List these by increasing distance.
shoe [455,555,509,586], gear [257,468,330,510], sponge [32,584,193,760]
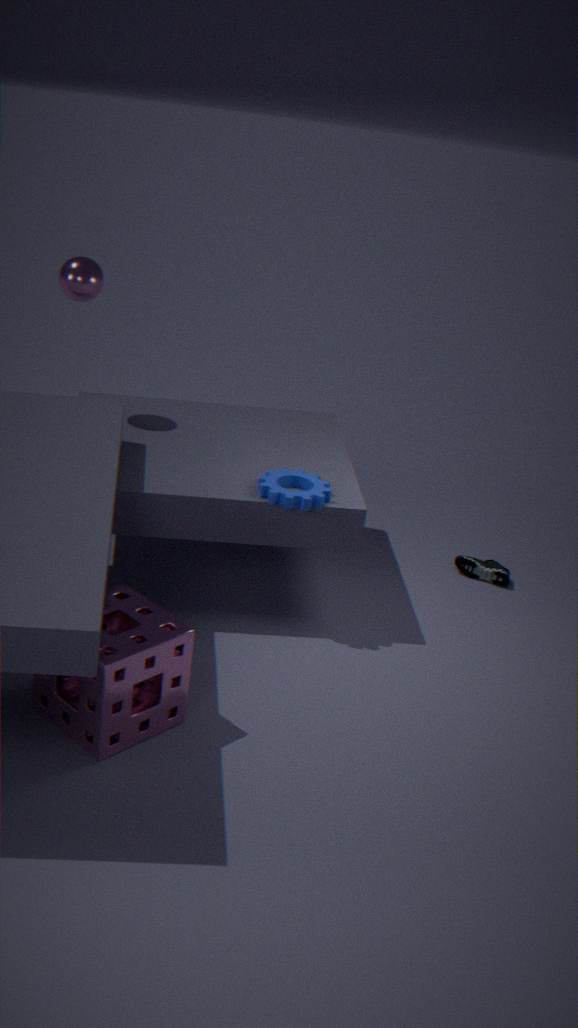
sponge [32,584,193,760], gear [257,468,330,510], shoe [455,555,509,586]
